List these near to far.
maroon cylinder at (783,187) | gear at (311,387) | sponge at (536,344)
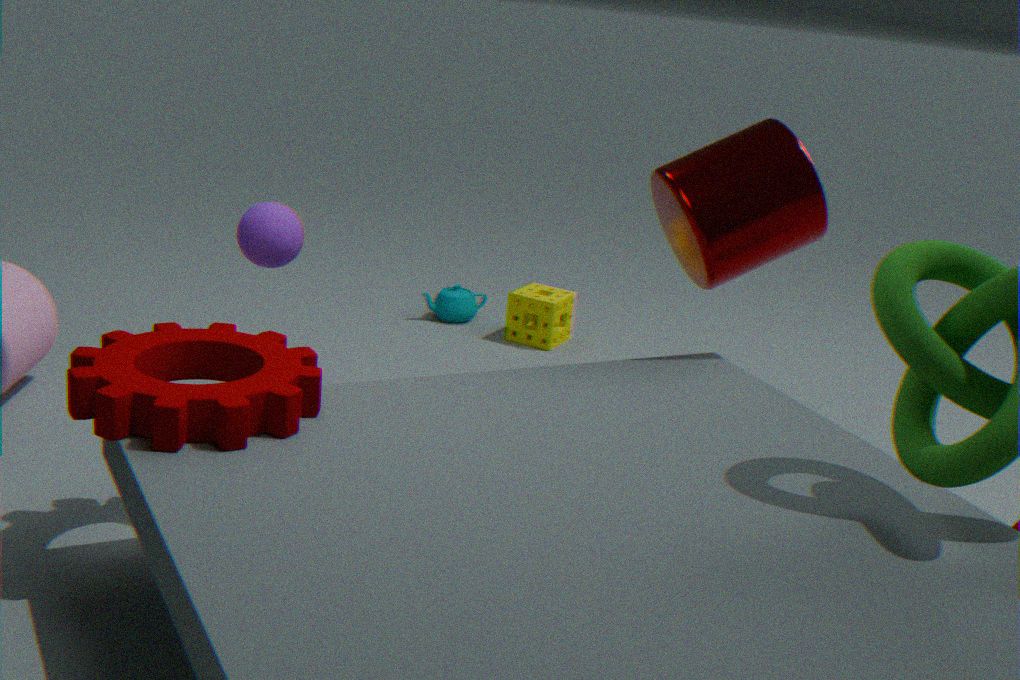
gear at (311,387)
maroon cylinder at (783,187)
sponge at (536,344)
